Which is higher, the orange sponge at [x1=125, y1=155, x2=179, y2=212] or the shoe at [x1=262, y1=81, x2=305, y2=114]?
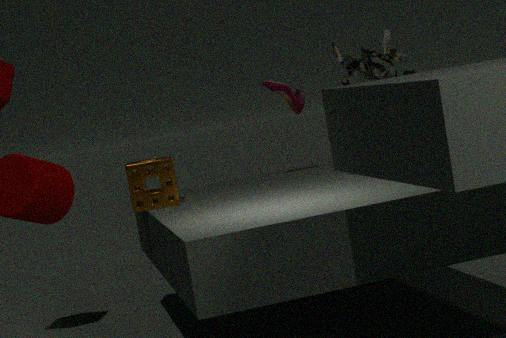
the shoe at [x1=262, y1=81, x2=305, y2=114]
